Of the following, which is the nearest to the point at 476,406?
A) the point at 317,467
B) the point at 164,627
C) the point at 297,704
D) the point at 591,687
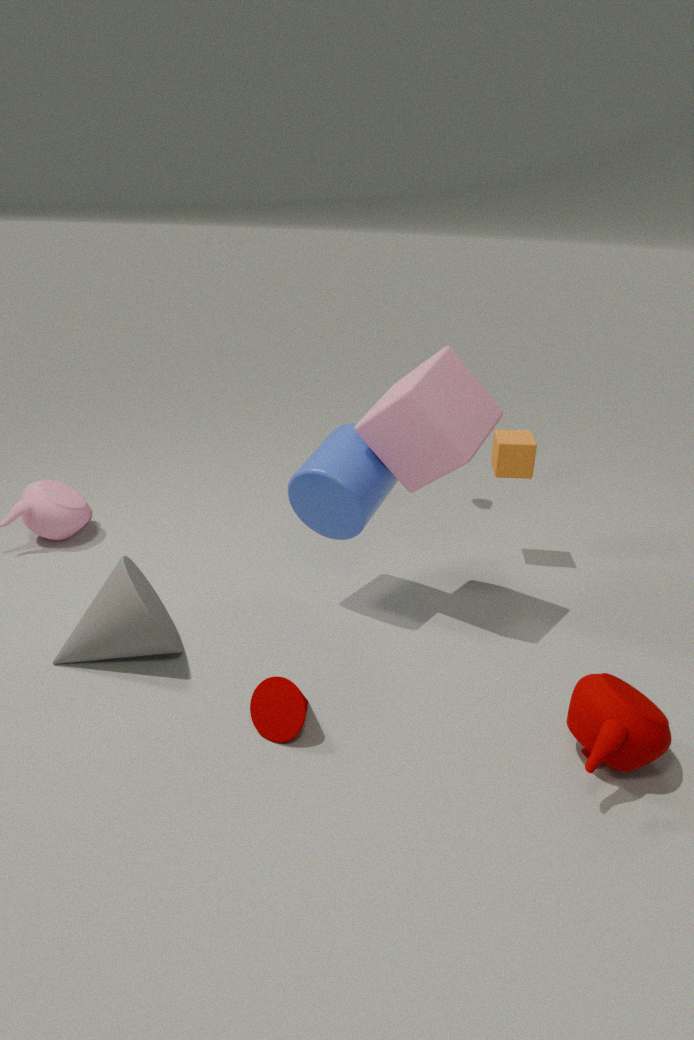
the point at 317,467
